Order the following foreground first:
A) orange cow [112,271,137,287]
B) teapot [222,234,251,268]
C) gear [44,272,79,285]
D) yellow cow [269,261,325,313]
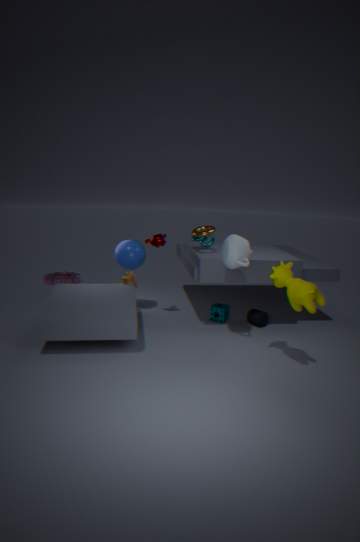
1. yellow cow [269,261,325,313]
2. teapot [222,234,251,268]
3. orange cow [112,271,137,287]
4. gear [44,272,79,285]
